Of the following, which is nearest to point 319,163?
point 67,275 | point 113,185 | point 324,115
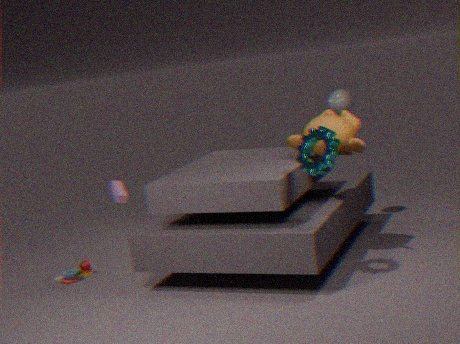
point 324,115
